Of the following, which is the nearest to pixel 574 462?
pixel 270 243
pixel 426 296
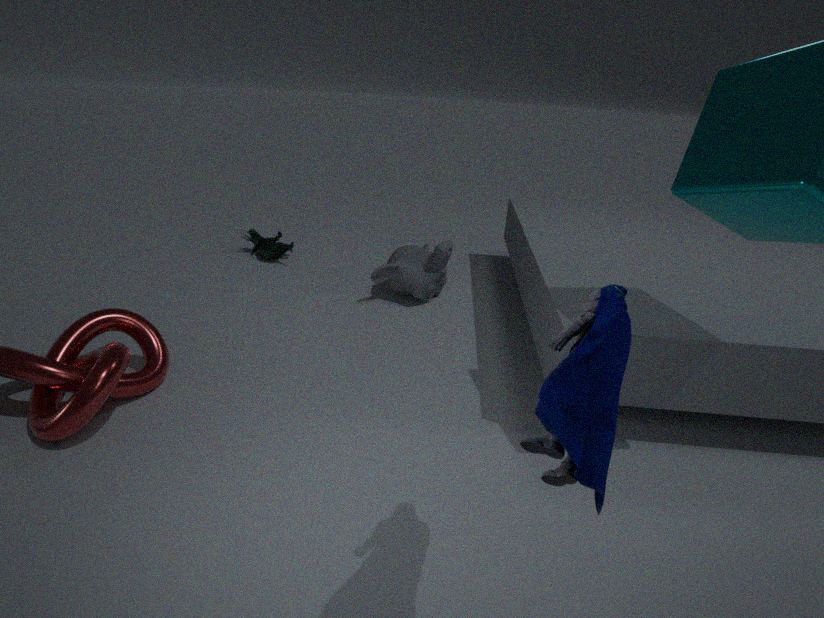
pixel 426 296
